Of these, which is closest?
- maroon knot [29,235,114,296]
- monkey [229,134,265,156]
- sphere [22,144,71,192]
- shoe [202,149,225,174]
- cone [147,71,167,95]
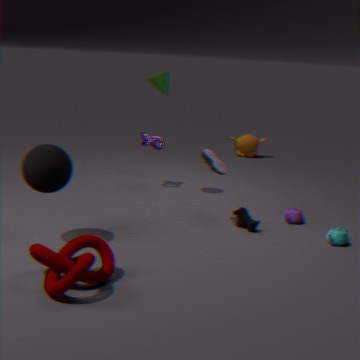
maroon knot [29,235,114,296]
